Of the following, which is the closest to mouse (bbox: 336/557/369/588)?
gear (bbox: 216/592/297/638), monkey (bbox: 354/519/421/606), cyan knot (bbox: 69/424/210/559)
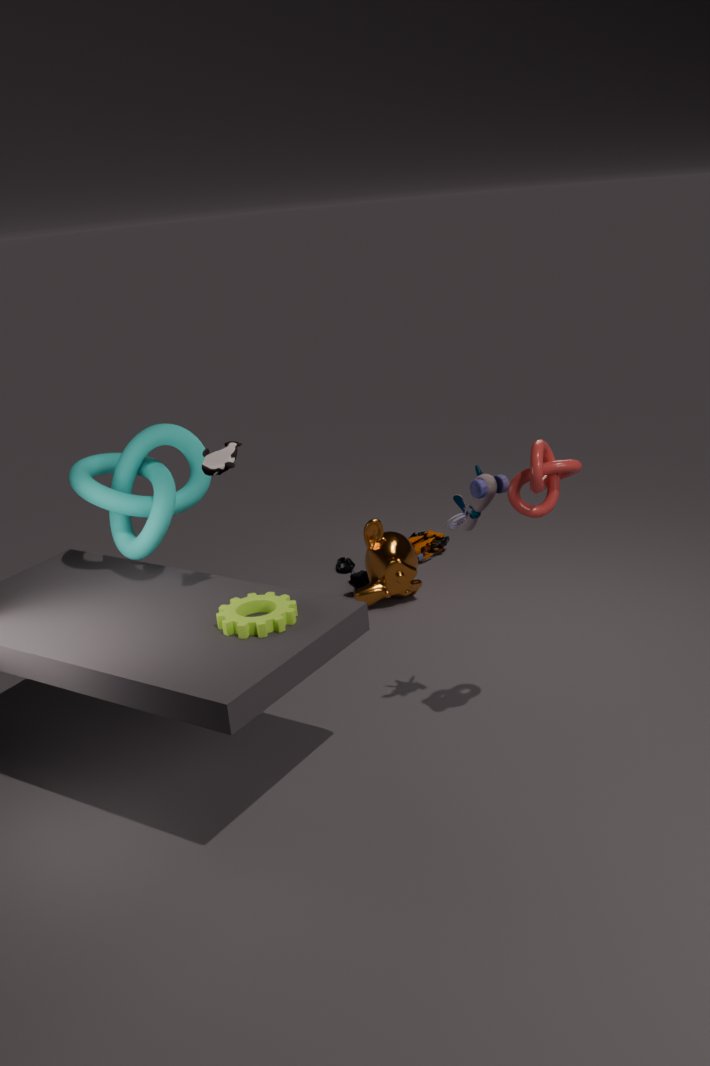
monkey (bbox: 354/519/421/606)
